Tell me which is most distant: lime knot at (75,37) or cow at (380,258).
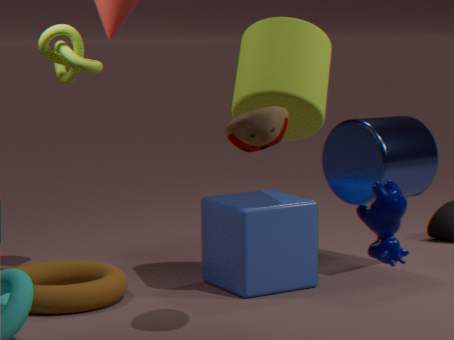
lime knot at (75,37)
